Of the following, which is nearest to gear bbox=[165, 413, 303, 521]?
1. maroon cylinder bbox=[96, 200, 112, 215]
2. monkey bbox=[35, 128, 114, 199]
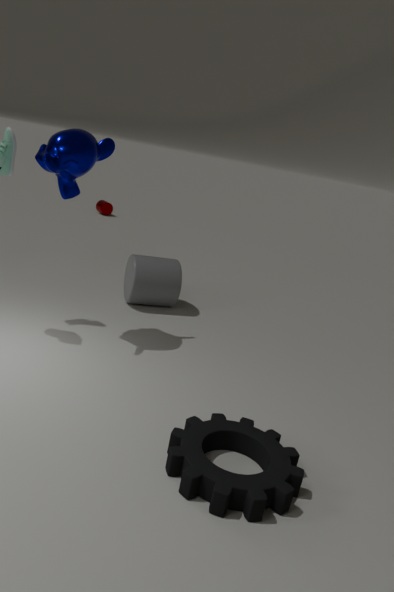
monkey bbox=[35, 128, 114, 199]
